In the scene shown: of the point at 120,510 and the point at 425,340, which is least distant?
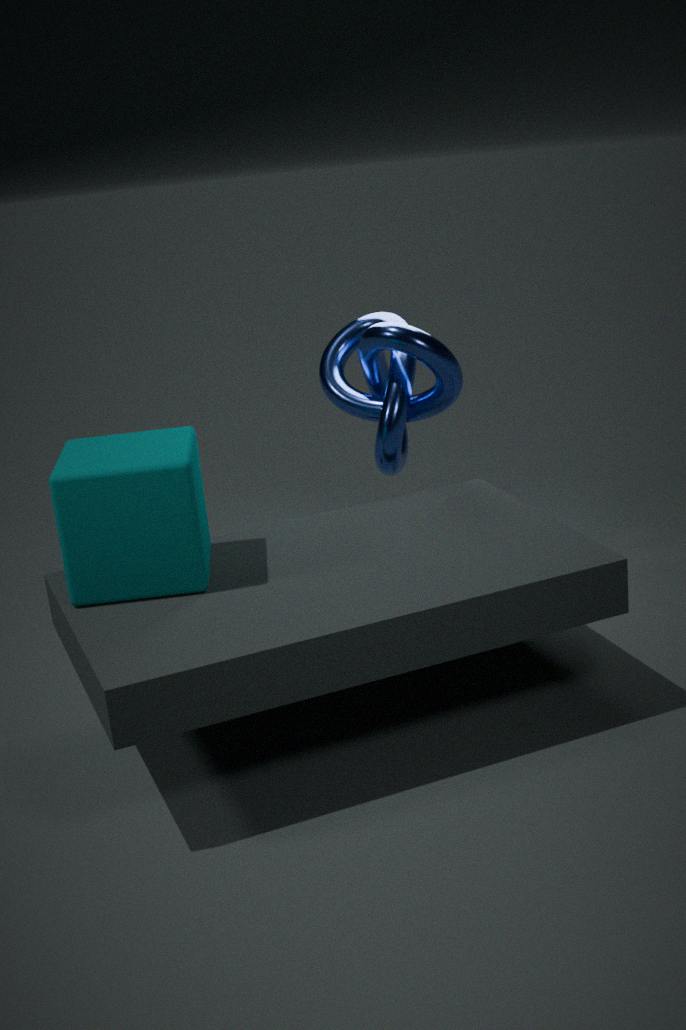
the point at 120,510
